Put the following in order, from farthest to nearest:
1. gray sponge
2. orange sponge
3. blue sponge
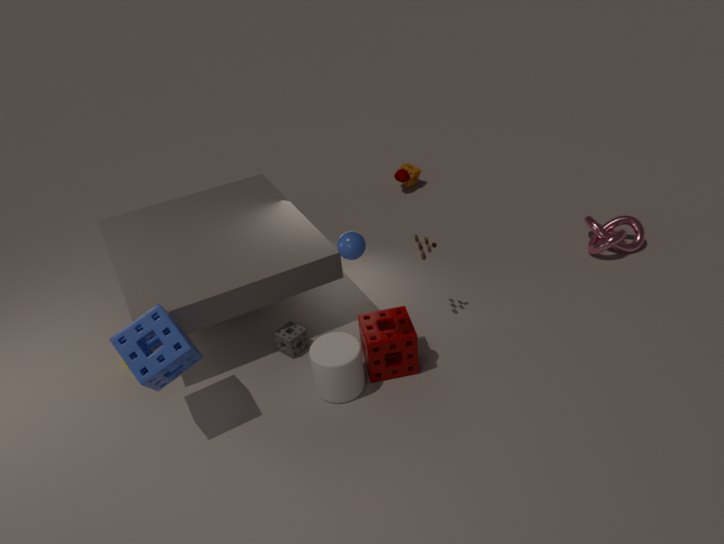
orange sponge < gray sponge < blue sponge
